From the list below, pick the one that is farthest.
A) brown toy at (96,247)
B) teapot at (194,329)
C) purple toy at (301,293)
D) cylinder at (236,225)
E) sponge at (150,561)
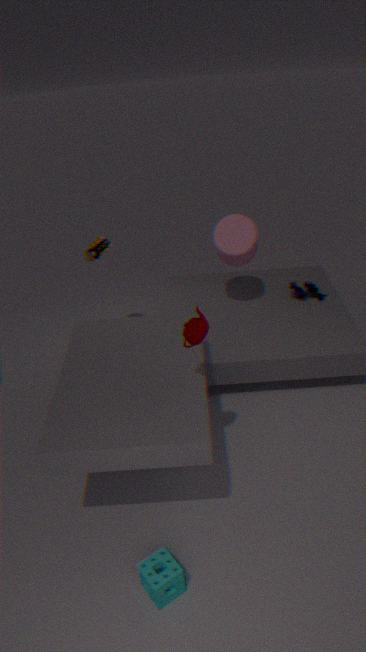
purple toy at (301,293)
